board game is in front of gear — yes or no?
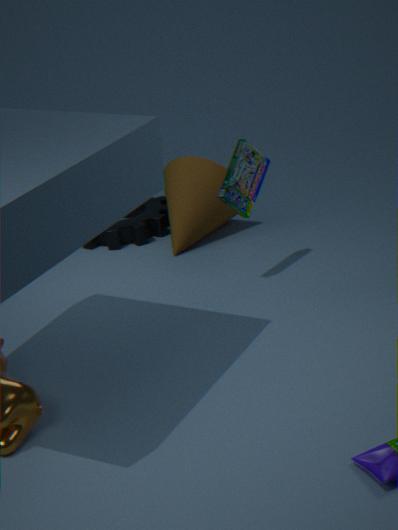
Yes
